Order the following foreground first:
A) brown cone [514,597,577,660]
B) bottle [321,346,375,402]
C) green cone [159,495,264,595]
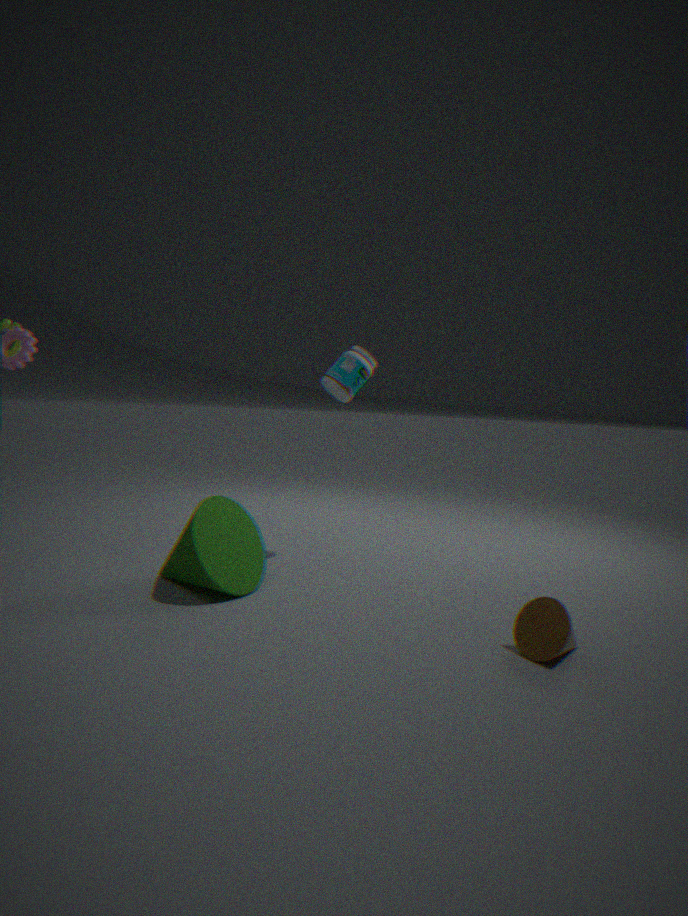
1. brown cone [514,597,577,660]
2. green cone [159,495,264,595]
3. bottle [321,346,375,402]
